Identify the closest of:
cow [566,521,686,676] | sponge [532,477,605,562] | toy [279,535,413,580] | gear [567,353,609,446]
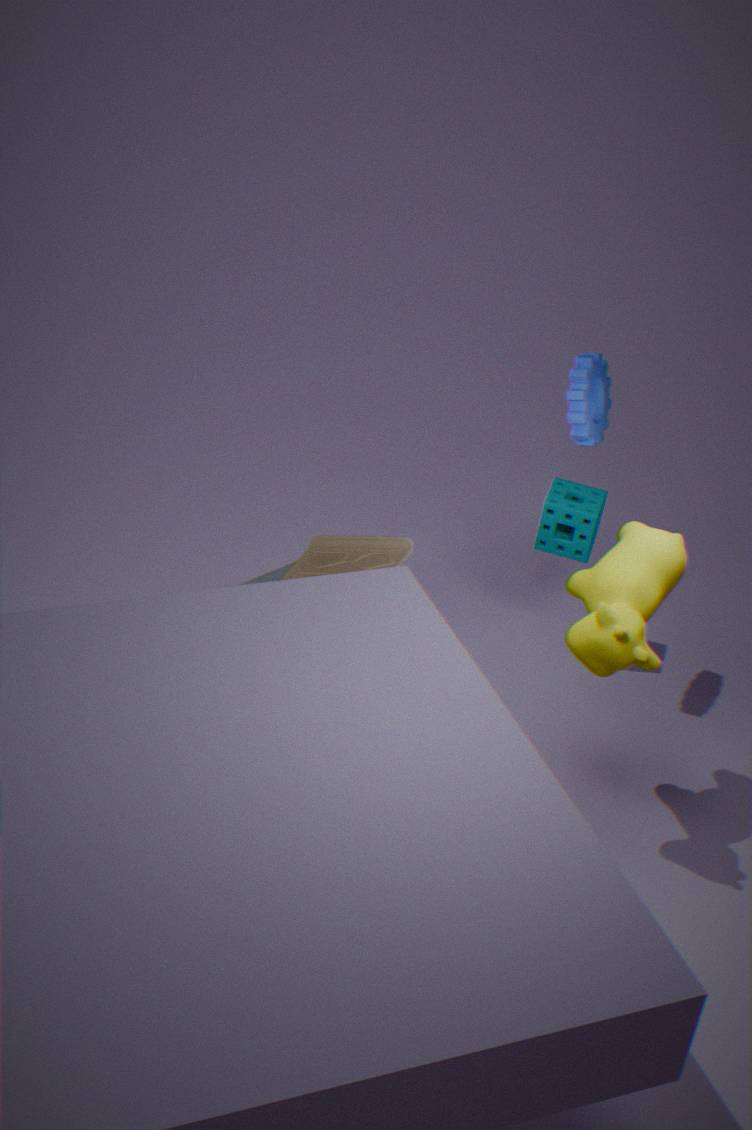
cow [566,521,686,676]
